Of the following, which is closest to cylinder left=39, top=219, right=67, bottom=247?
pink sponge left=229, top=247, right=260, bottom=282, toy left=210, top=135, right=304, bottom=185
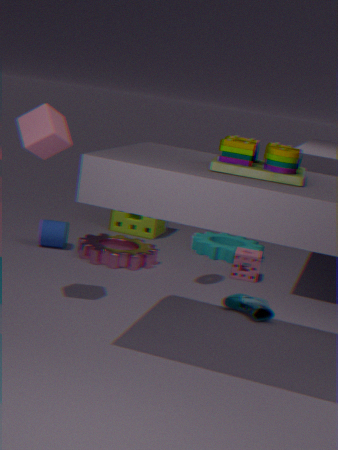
pink sponge left=229, top=247, right=260, bottom=282
